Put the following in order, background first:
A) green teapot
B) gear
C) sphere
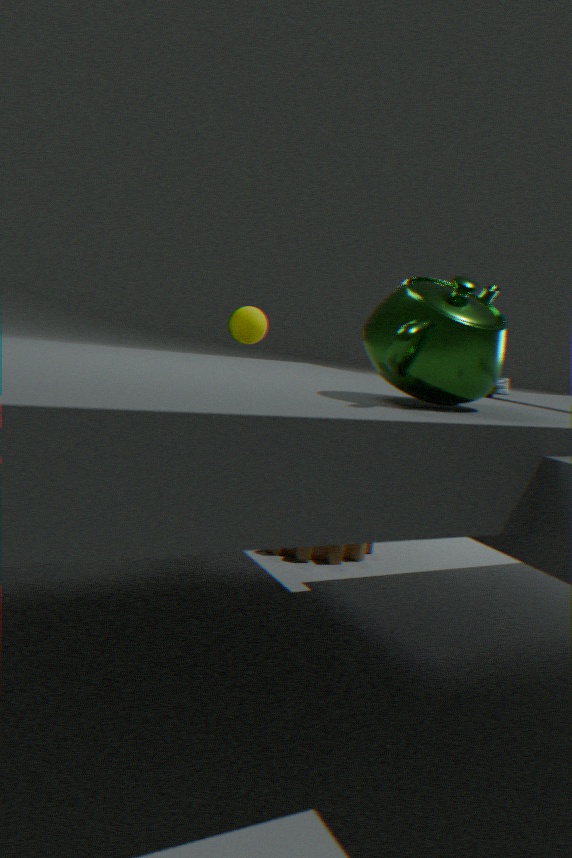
sphere < gear < green teapot
